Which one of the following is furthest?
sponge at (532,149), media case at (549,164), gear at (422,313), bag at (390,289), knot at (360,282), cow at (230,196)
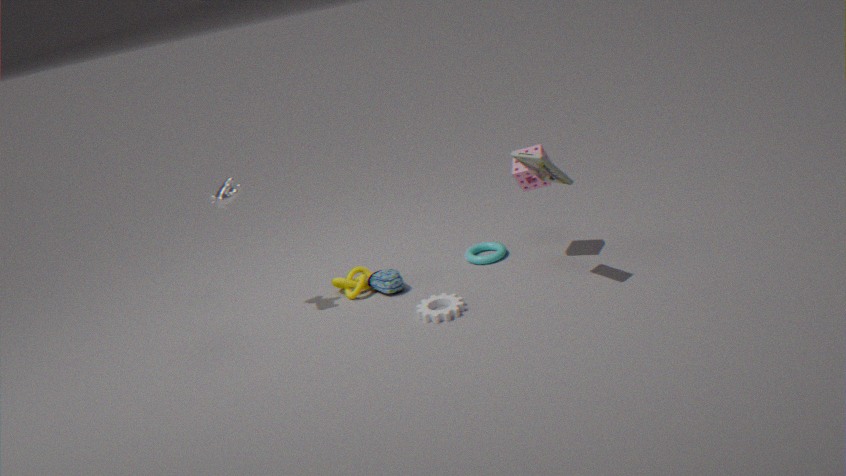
knot at (360,282)
